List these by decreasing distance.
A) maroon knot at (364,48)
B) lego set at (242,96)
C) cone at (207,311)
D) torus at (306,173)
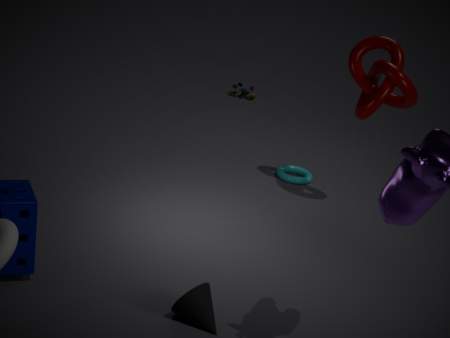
lego set at (242,96)
torus at (306,173)
maroon knot at (364,48)
cone at (207,311)
